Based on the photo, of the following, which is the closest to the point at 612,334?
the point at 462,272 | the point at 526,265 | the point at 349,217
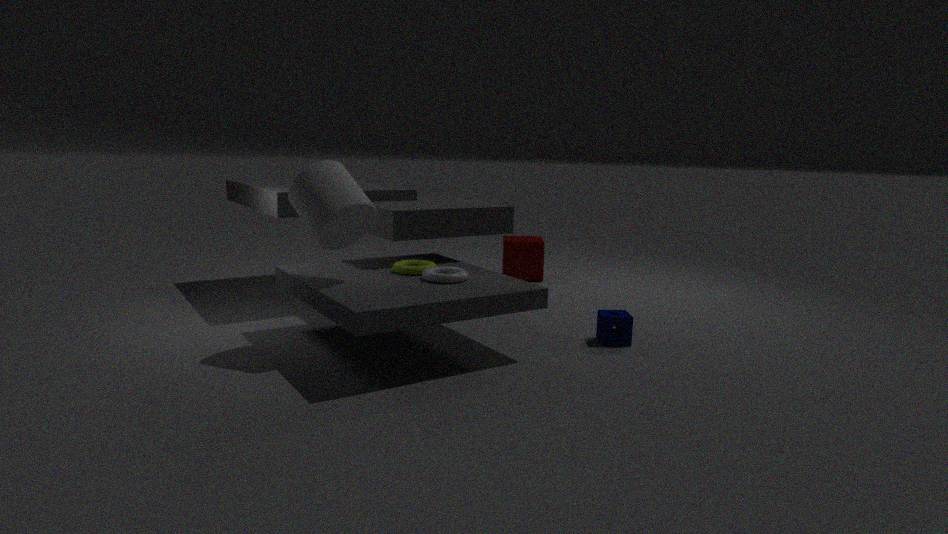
the point at 462,272
